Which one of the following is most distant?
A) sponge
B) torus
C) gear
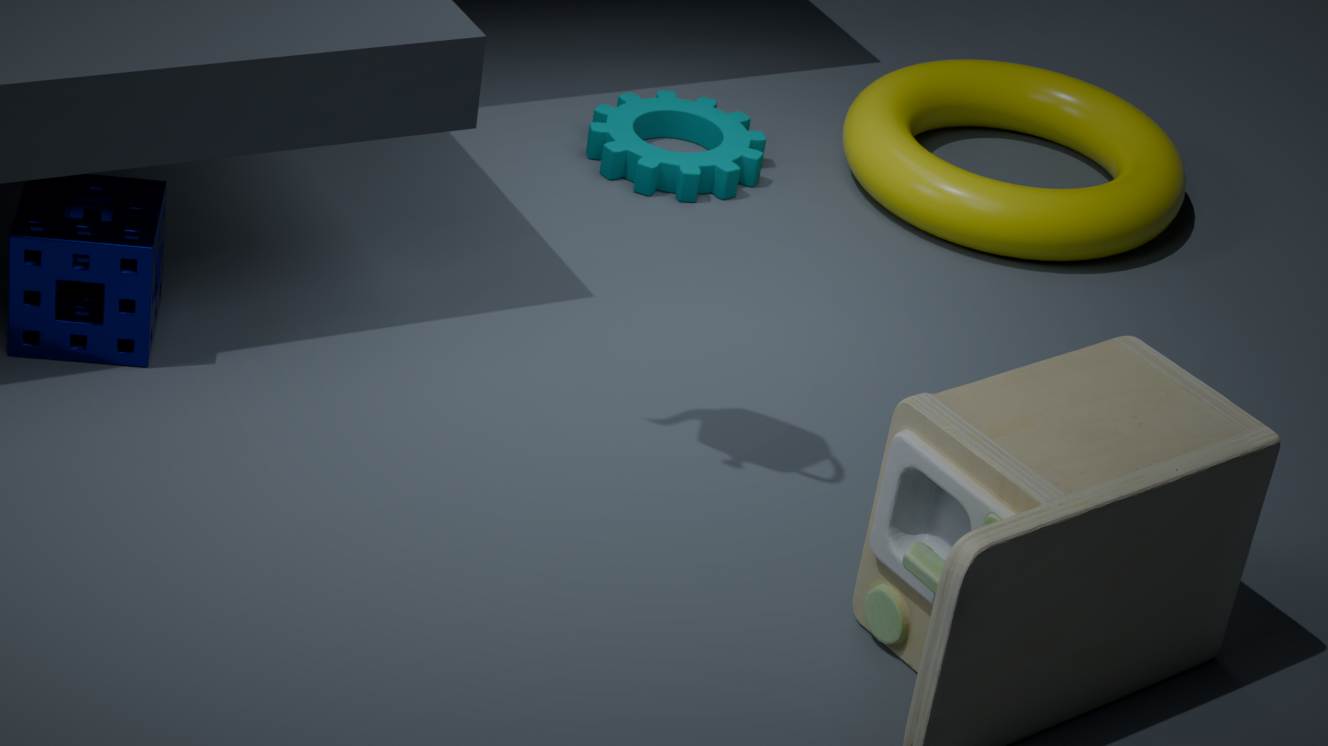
gear
